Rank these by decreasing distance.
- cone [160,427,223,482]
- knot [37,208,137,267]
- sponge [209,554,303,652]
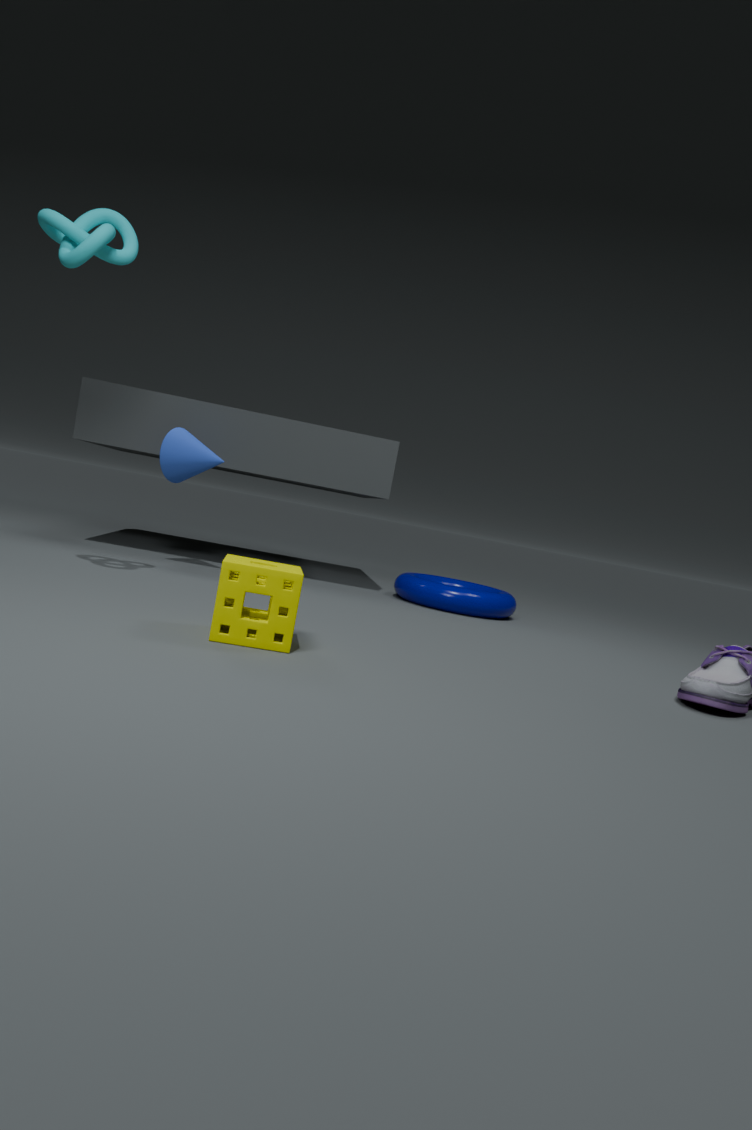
cone [160,427,223,482] → knot [37,208,137,267] → sponge [209,554,303,652]
